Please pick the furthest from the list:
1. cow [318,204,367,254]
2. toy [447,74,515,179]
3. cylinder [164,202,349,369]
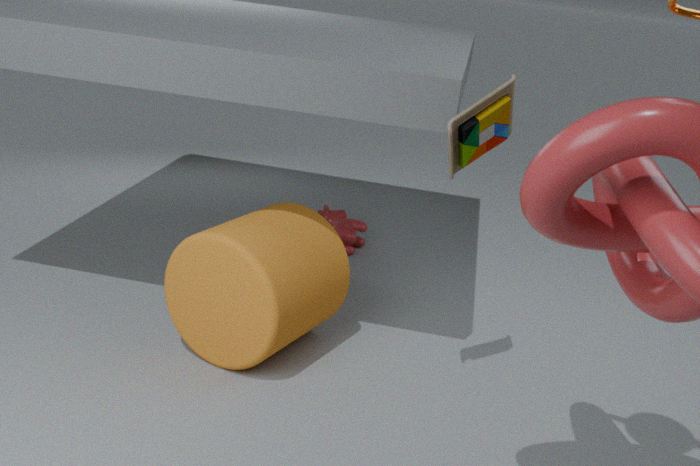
cow [318,204,367,254]
